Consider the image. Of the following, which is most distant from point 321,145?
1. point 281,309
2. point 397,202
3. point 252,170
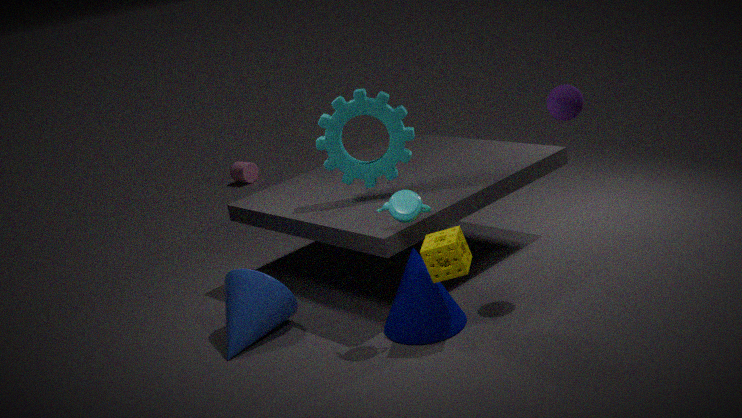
point 252,170
